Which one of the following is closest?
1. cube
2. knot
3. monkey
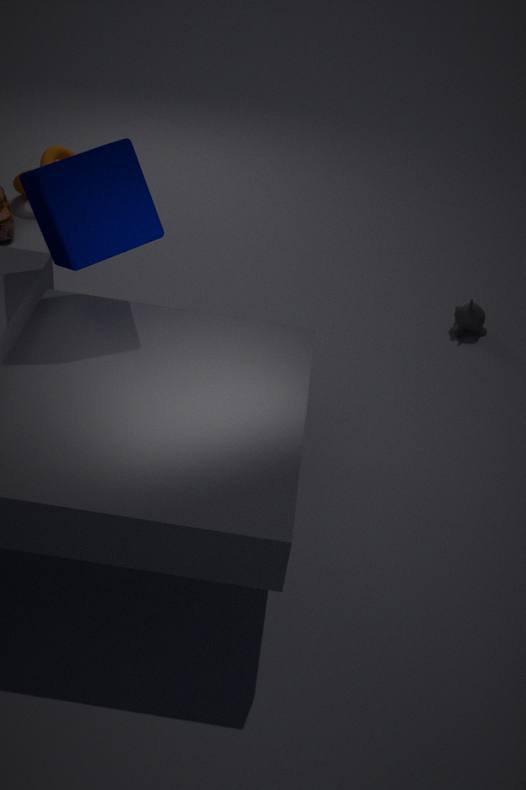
cube
